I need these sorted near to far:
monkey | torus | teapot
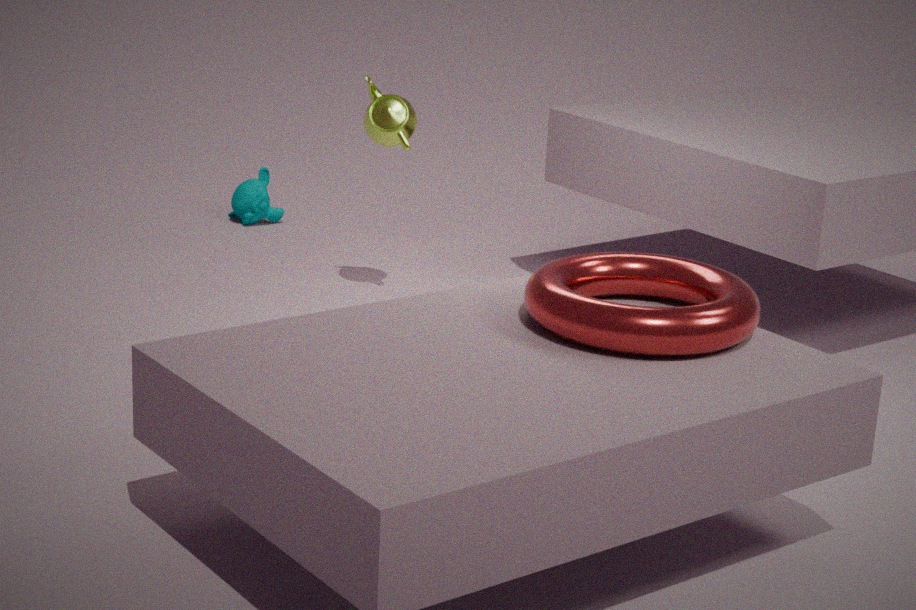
torus
teapot
monkey
